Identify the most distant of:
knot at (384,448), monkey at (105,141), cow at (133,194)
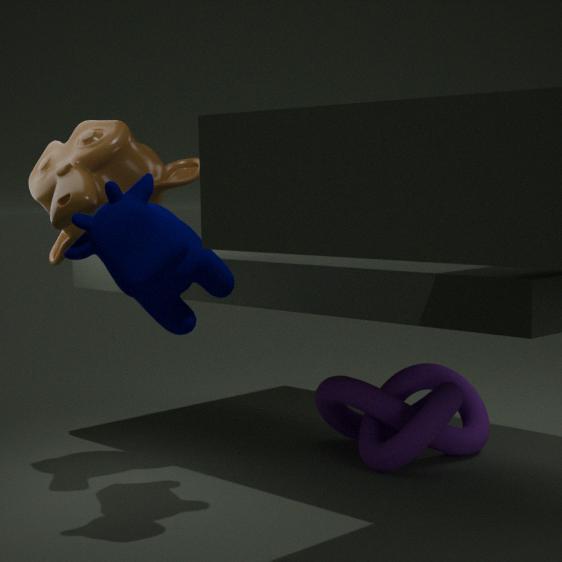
knot at (384,448)
